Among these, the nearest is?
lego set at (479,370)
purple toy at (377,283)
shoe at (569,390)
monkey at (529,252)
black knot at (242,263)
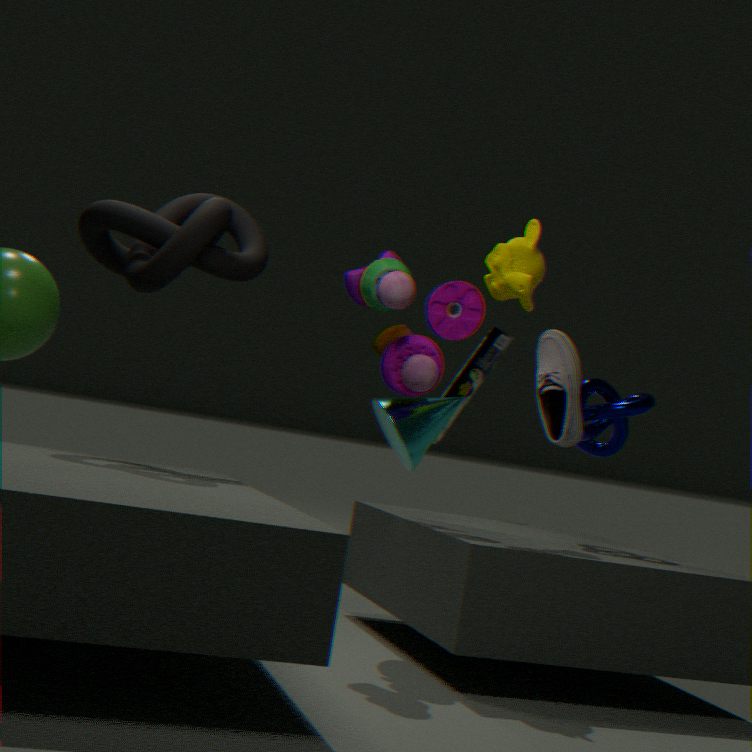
purple toy at (377,283)
